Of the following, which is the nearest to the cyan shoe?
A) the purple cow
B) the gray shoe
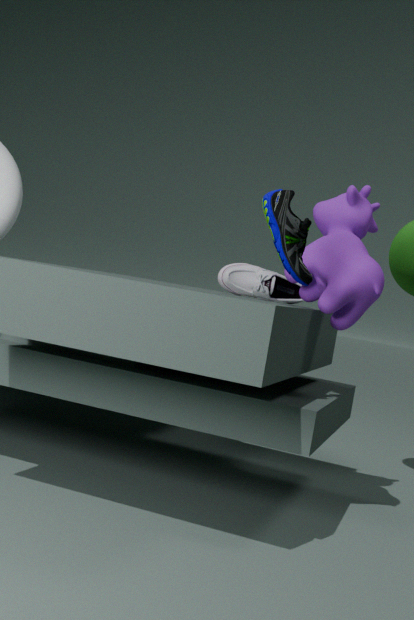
the purple cow
